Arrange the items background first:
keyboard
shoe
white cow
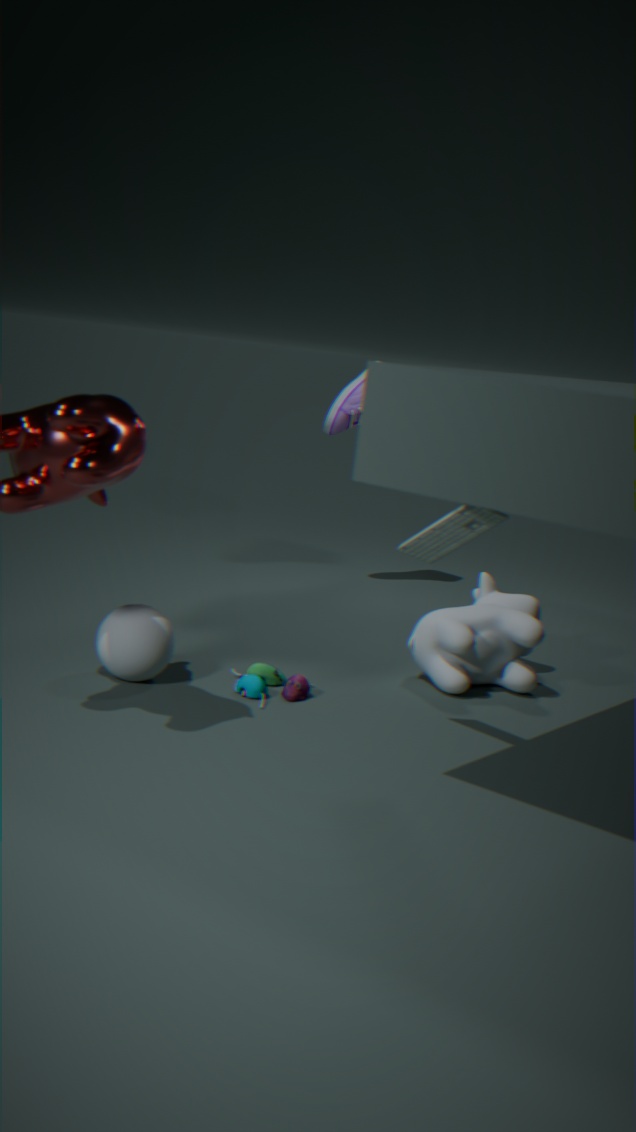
1. shoe
2. white cow
3. keyboard
